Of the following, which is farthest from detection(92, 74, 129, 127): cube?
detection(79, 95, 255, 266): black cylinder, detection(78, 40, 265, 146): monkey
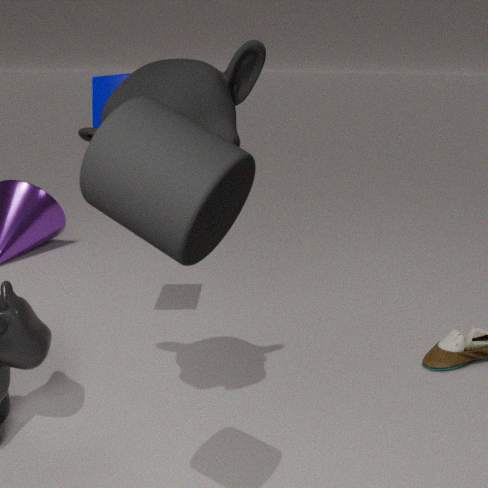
detection(79, 95, 255, 266): black cylinder
